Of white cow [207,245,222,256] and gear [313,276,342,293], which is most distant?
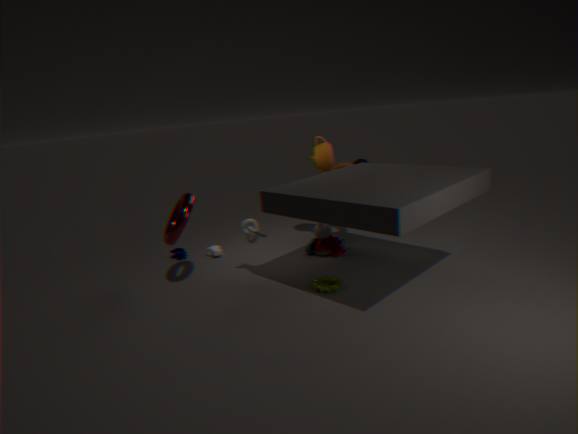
white cow [207,245,222,256]
